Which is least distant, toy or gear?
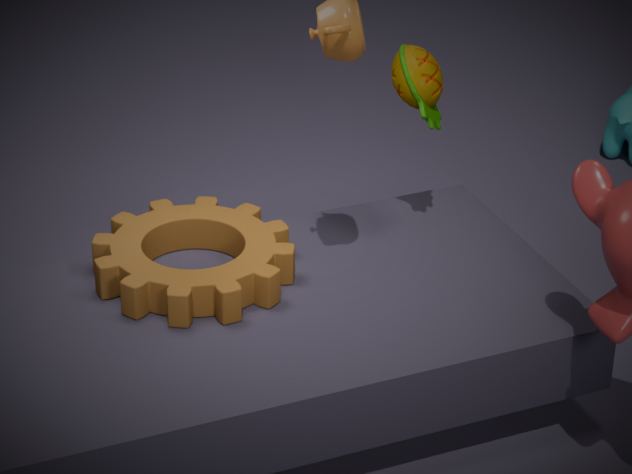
gear
